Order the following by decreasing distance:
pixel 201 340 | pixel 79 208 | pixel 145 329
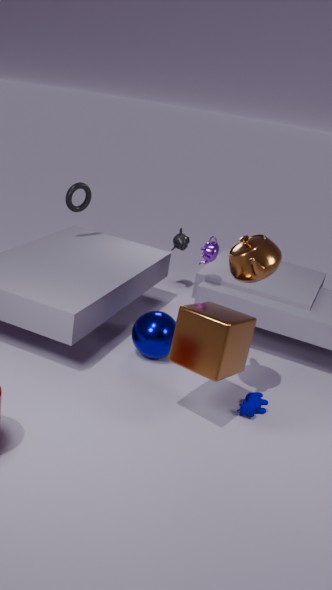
pixel 79 208
pixel 145 329
pixel 201 340
